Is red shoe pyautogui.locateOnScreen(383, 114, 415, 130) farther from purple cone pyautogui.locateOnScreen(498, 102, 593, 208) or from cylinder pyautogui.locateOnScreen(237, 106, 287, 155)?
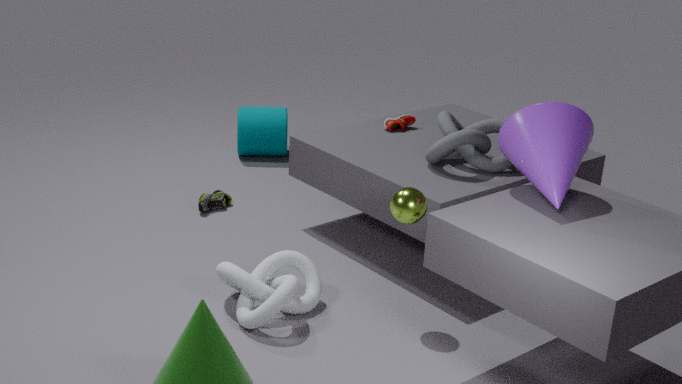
purple cone pyautogui.locateOnScreen(498, 102, 593, 208)
